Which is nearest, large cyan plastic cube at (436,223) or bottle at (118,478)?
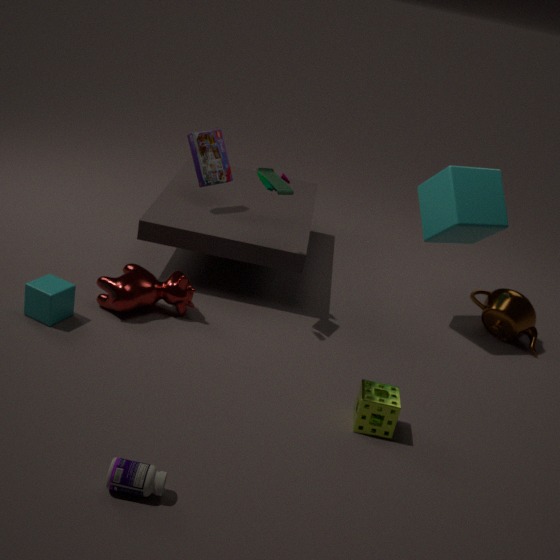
bottle at (118,478)
